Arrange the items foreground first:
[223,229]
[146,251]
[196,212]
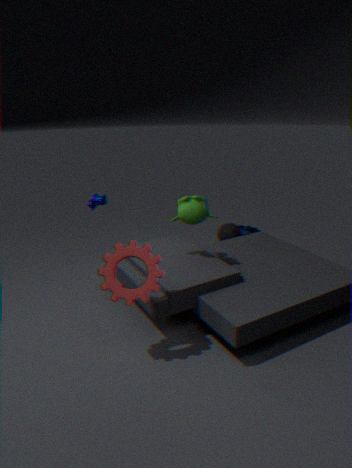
1. [146,251]
2. [196,212]
3. [223,229]
